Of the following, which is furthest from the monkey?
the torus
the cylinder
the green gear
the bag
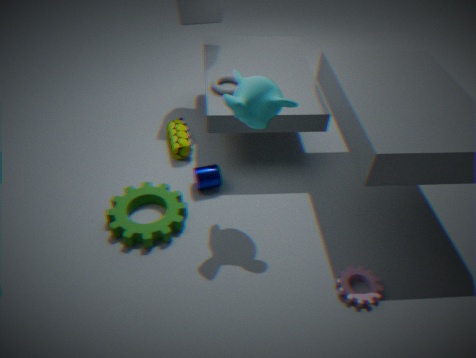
the bag
